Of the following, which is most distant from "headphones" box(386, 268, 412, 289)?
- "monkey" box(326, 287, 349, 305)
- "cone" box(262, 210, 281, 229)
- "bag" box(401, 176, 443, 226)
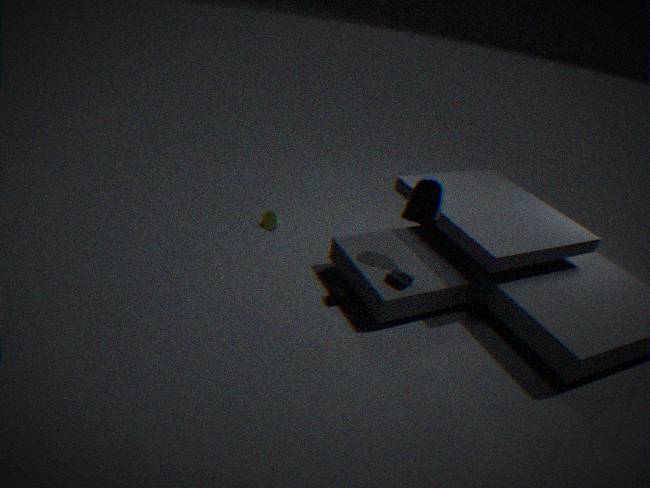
"cone" box(262, 210, 281, 229)
